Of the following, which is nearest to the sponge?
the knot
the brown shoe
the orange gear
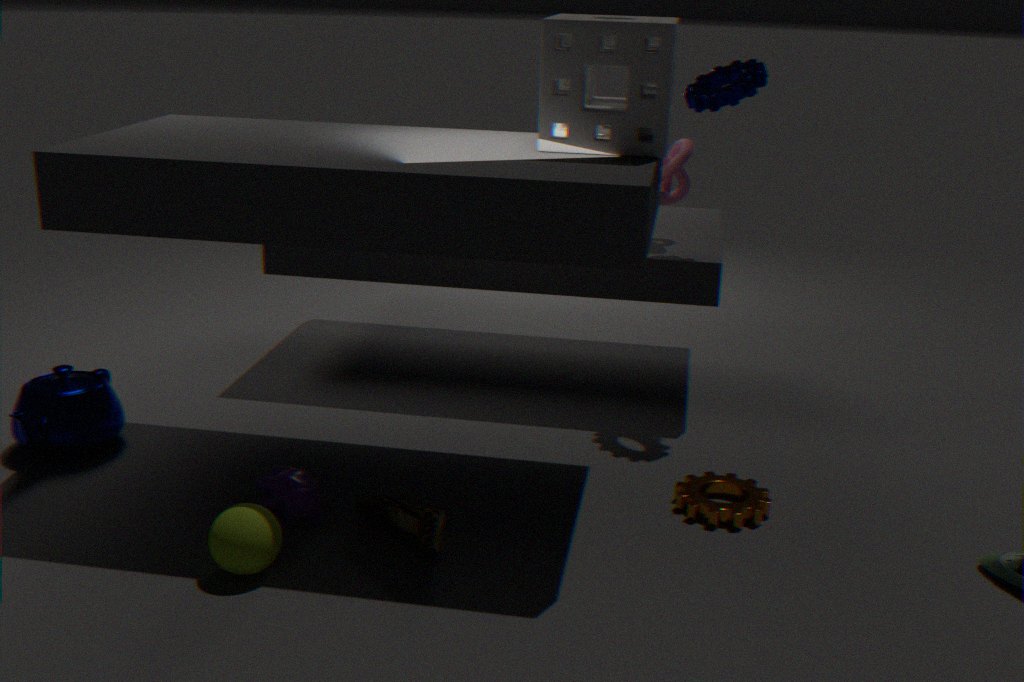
the knot
